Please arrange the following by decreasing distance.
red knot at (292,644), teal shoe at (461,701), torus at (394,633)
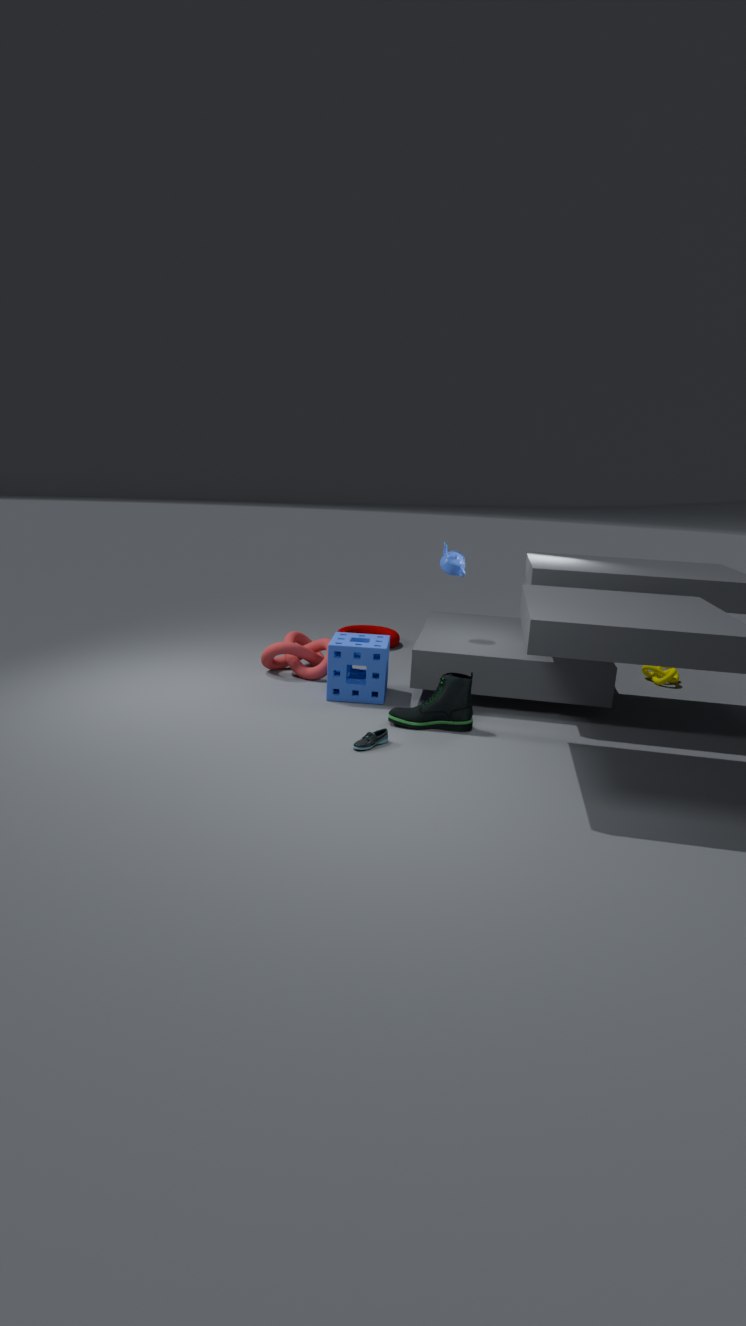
torus at (394,633) → red knot at (292,644) → teal shoe at (461,701)
